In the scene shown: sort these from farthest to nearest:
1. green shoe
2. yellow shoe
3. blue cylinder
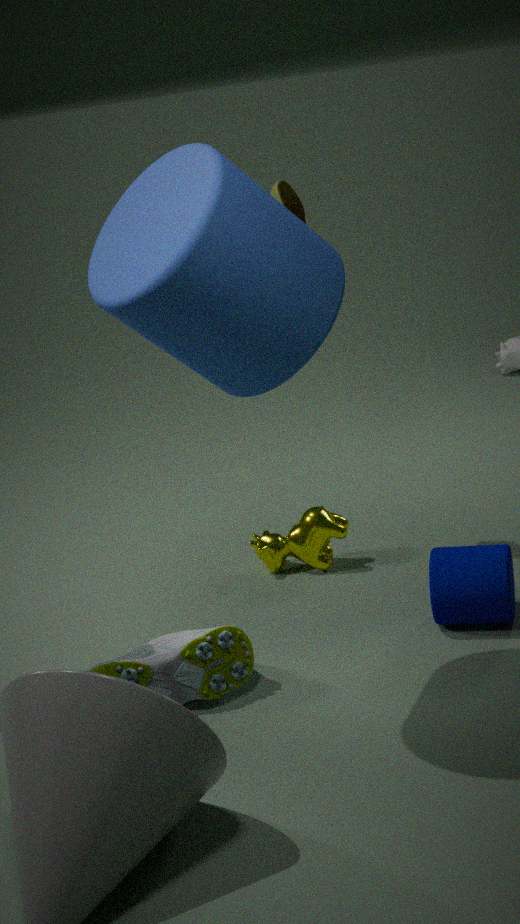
yellow shoe, green shoe, blue cylinder
